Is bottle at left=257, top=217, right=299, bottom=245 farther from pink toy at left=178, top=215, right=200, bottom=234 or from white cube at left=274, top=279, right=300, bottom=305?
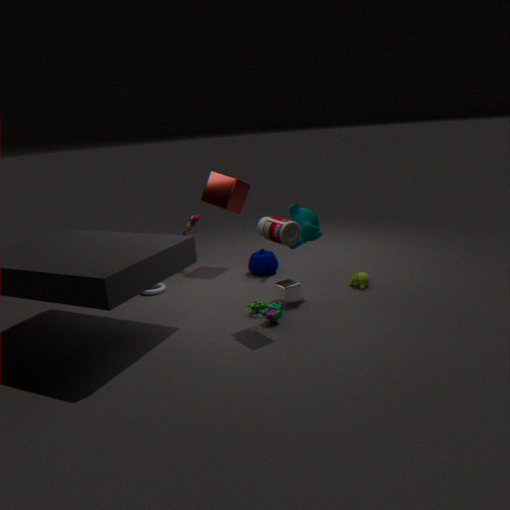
pink toy at left=178, top=215, right=200, bottom=234
